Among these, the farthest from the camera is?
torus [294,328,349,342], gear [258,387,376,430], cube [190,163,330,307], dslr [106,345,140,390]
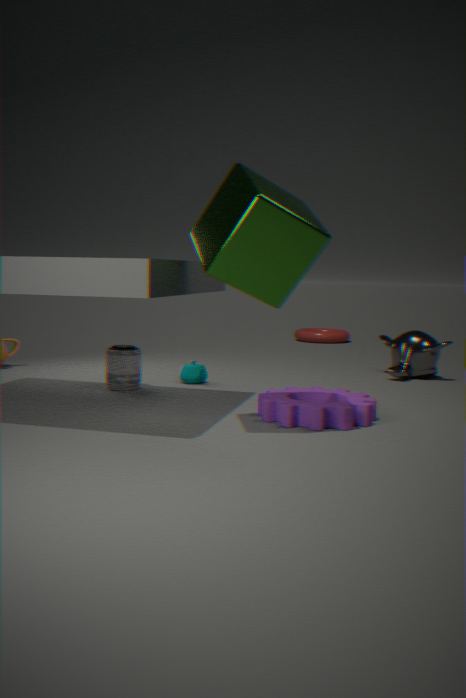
torus [294,328,349,342]
